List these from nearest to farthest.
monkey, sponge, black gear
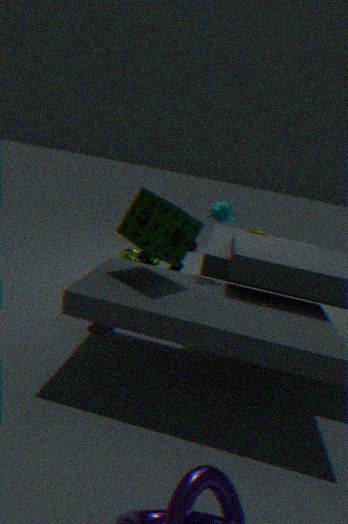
sponge
monkey
black gear
